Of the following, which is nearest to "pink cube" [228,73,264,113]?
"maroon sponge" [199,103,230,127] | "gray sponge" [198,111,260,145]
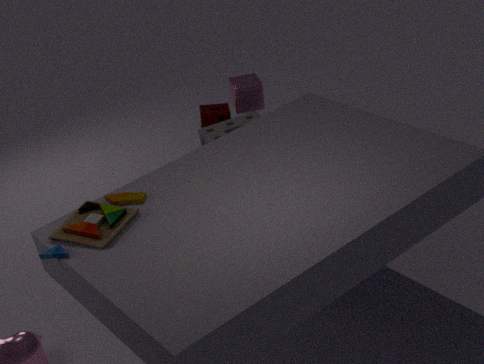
"maroon sponge" [199,103,230,127]
